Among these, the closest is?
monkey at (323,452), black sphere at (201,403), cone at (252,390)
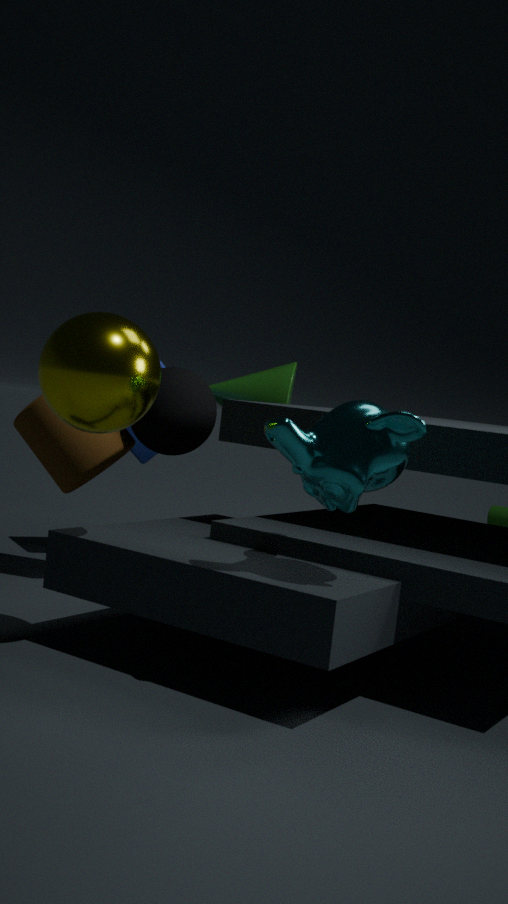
monkey at (323,452)
